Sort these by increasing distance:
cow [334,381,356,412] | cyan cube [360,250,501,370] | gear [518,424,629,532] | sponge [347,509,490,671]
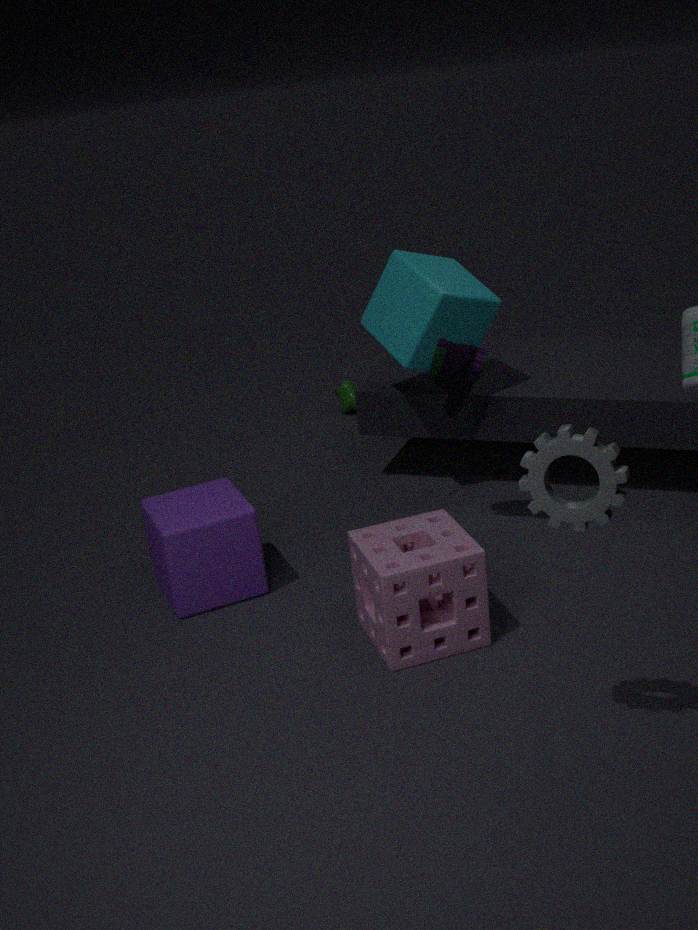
gear [518,424,629,532] → sponge [347,509,490,671] → cyan cube [360,250,501,370] → cow [334,381,356,412]
